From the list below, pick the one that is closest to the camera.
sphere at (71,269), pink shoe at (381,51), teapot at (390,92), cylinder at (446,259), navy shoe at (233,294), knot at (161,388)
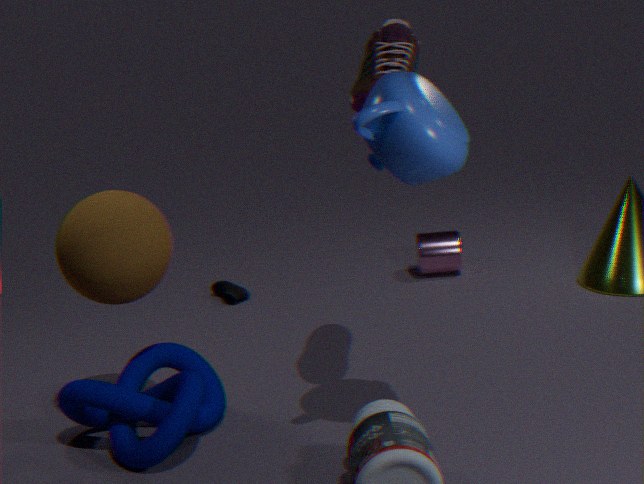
teapot at (390,92)
